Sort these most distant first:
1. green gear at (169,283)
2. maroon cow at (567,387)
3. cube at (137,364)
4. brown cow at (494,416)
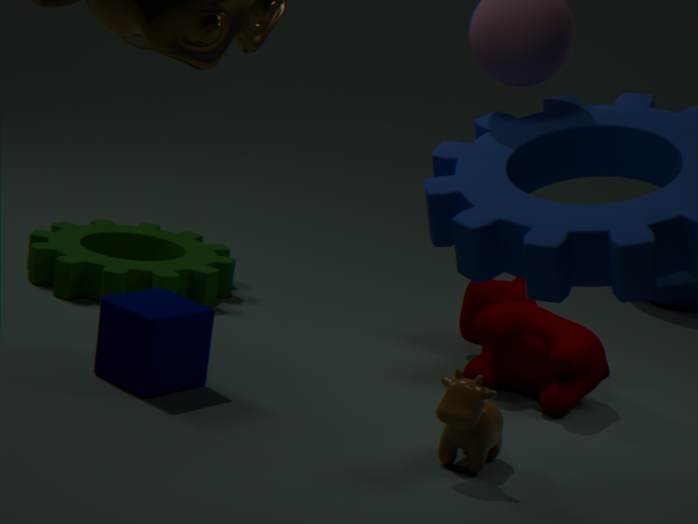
green gear at (169,283), maroon cow at (567,387), cube at (137,364), brown cow at (494,416)
